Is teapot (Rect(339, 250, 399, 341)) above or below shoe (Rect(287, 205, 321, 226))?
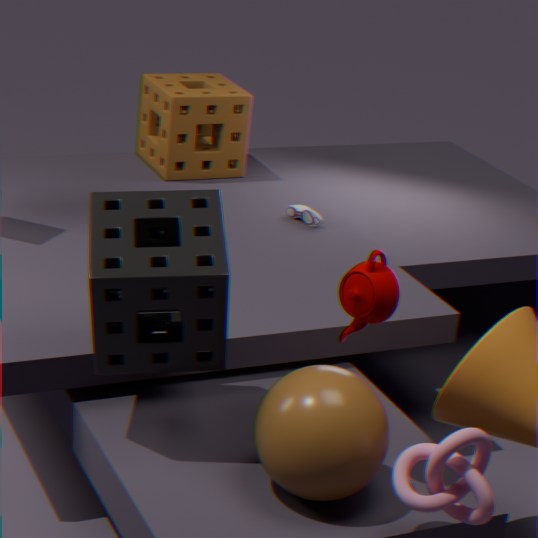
above
